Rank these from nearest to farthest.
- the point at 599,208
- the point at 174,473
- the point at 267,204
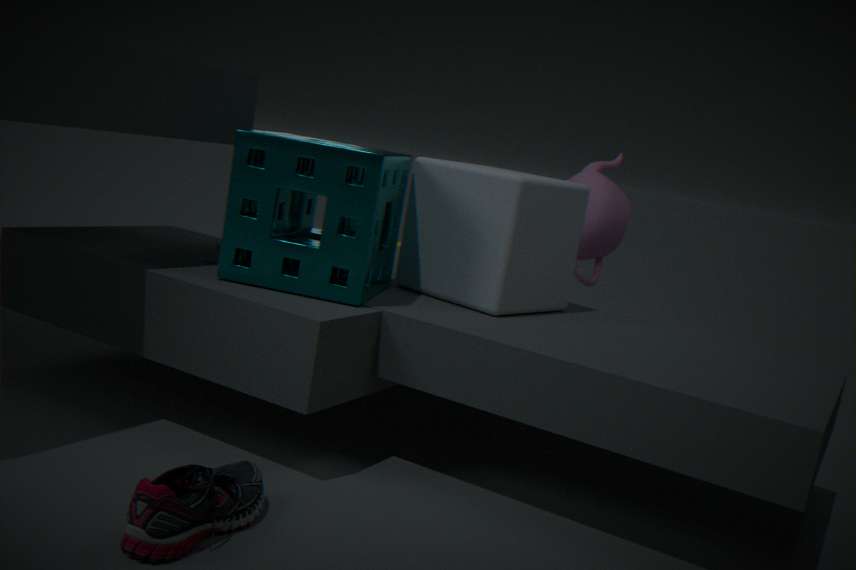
the point at 174,473 < the point at 267,204 < the point at 599,208
